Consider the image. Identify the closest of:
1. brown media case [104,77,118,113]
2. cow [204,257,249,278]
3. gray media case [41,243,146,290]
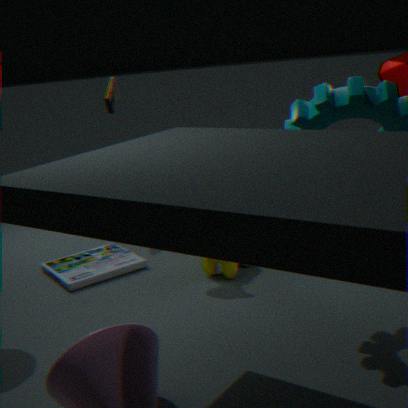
cow [204,257,249,278]
